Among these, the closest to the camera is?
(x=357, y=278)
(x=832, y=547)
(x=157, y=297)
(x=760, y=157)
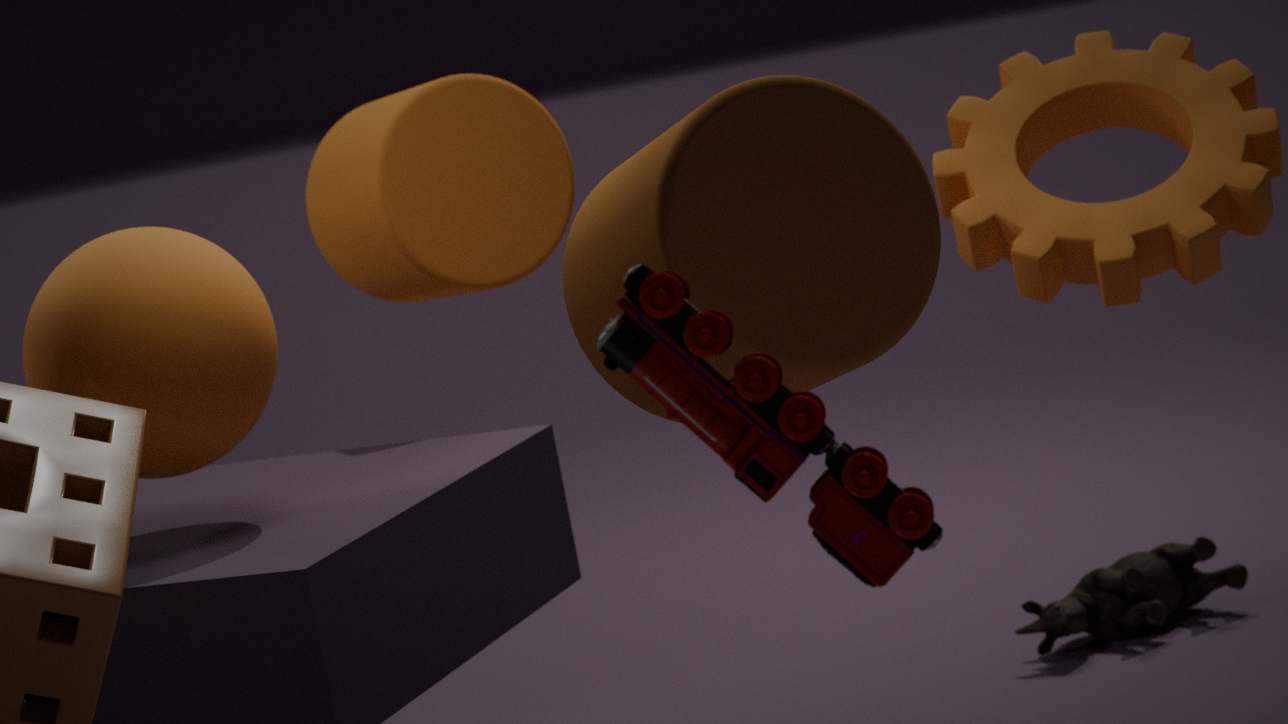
(x=832, y=547)
